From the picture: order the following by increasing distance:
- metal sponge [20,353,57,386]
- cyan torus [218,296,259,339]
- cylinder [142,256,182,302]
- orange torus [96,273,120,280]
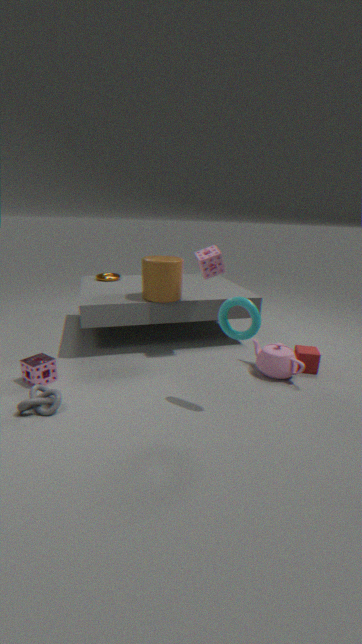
cyan torus [218,296,259,339] < metal sponge [20,353,57,386] < cylinder [142,256,182,302] < orange torus [96,273,120,280]
